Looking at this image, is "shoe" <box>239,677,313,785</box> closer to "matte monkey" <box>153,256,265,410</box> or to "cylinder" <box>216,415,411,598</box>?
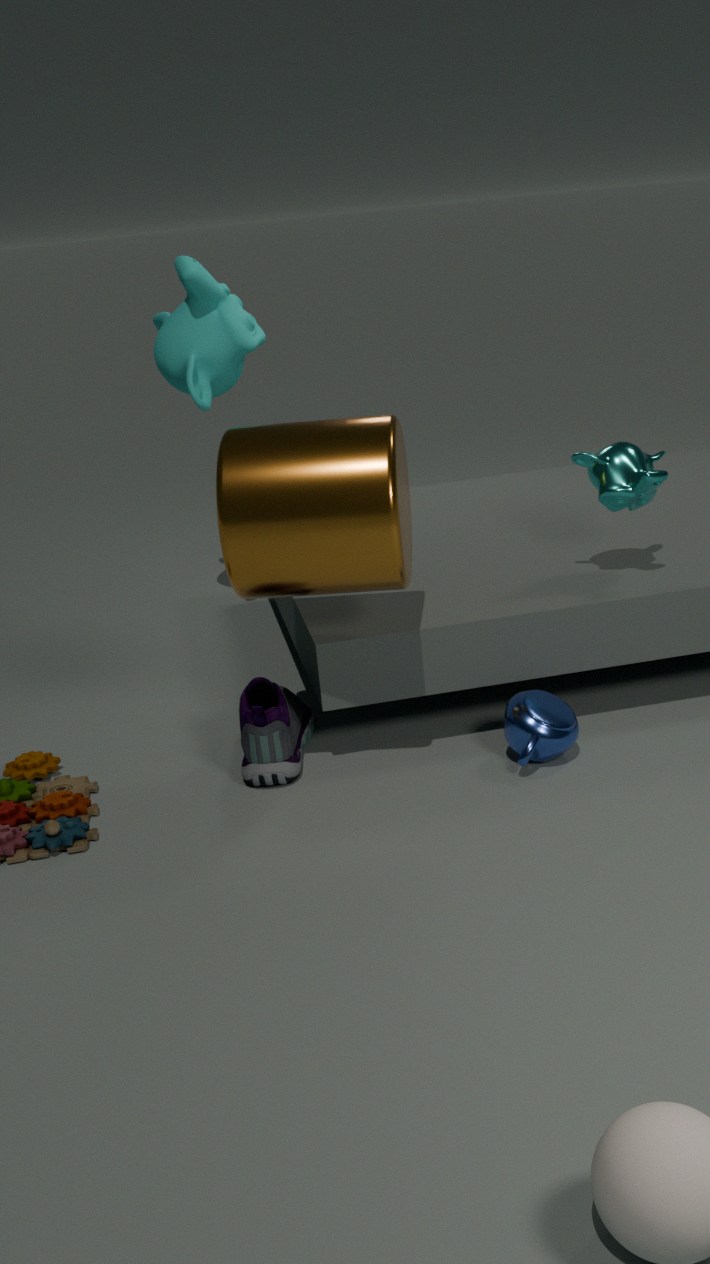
"cylinder" <box>216,415,411,598</box>
